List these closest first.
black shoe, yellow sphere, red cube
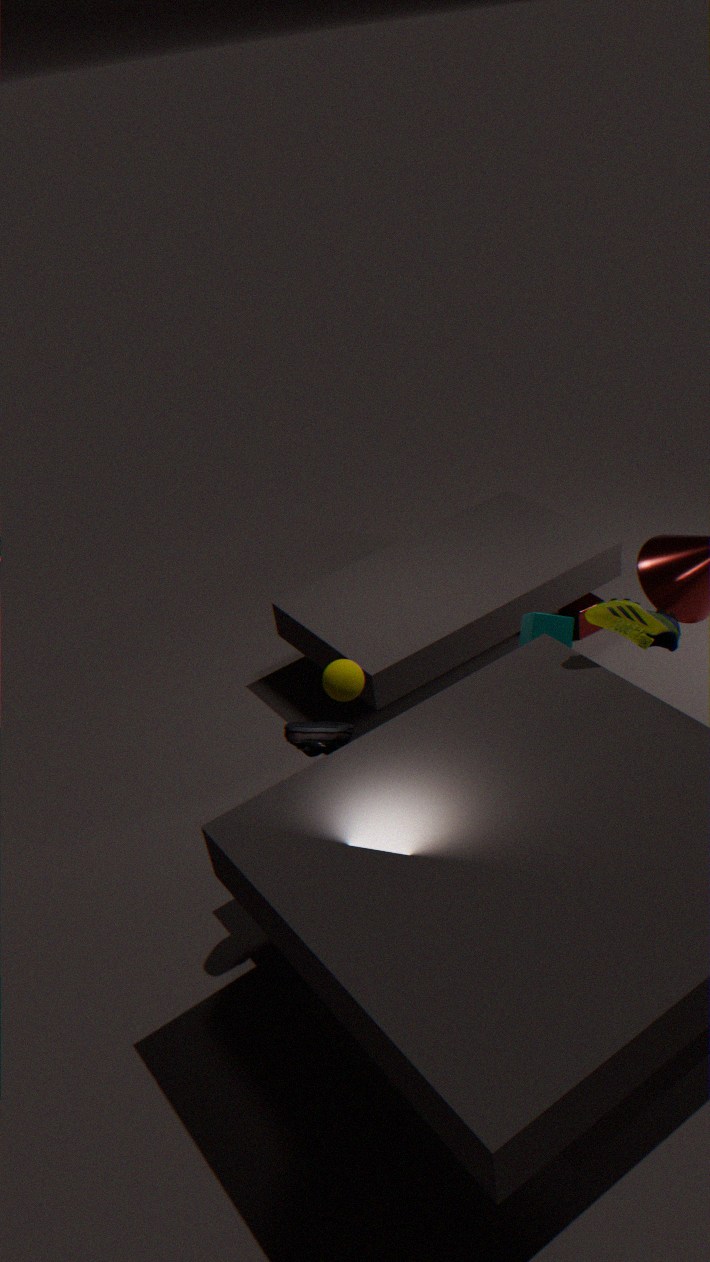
black shoe
yellow sphere
red cube
